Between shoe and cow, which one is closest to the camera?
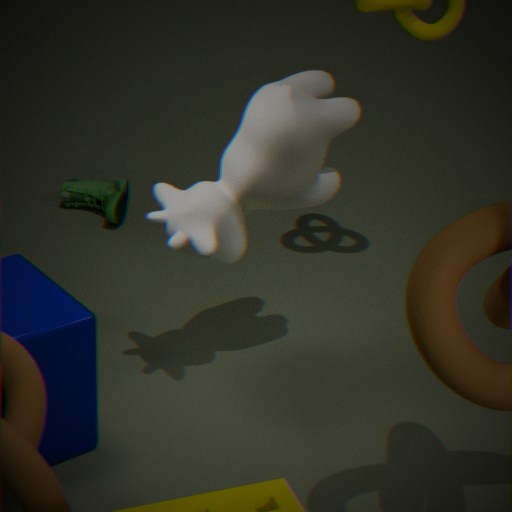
cow
